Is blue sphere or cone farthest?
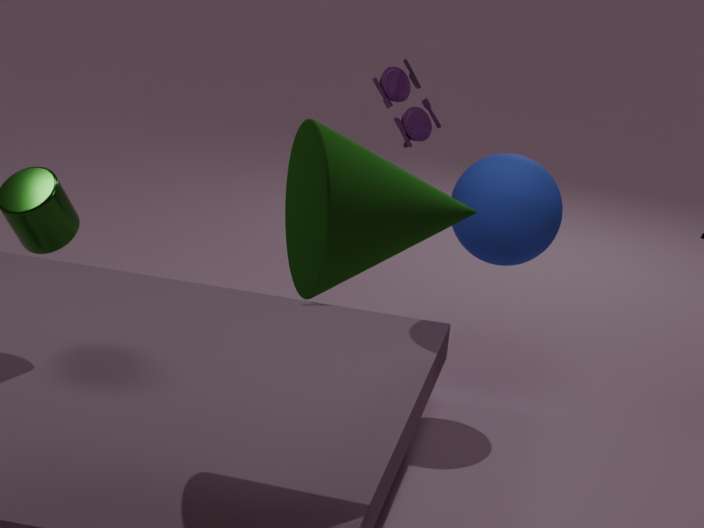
blue sphere
